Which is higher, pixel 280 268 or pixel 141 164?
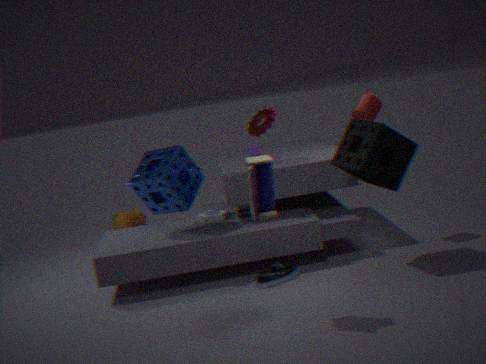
Answer: pixel 141 164
